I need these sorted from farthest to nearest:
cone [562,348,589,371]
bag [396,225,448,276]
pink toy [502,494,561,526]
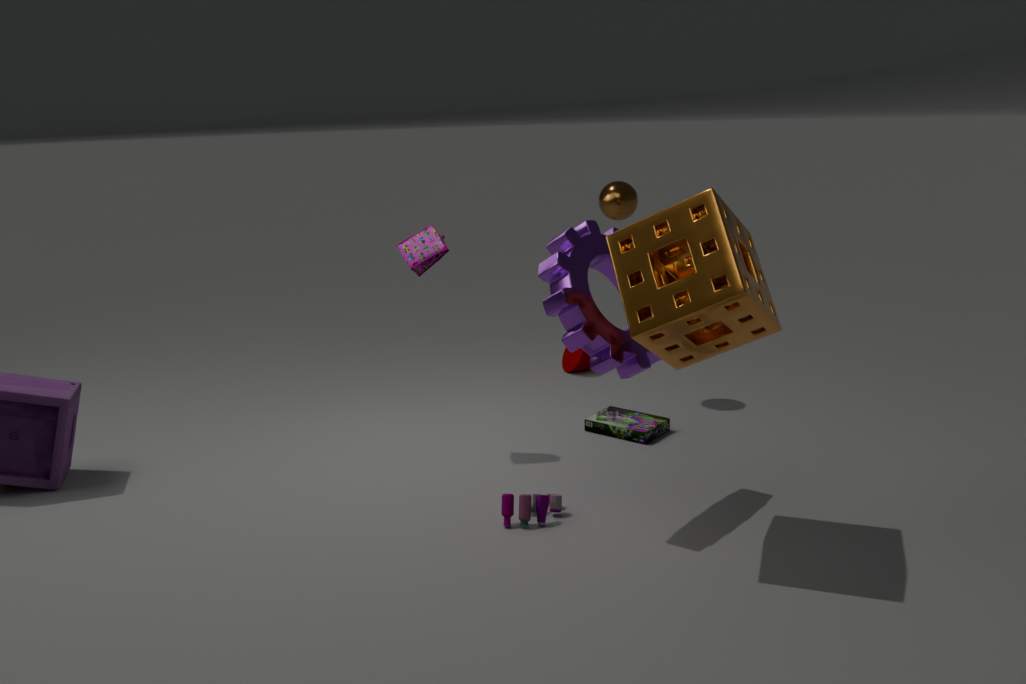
cone [562,348,589,371] → bag [396,225,448,276] → pink toy [502,494,561,526]
